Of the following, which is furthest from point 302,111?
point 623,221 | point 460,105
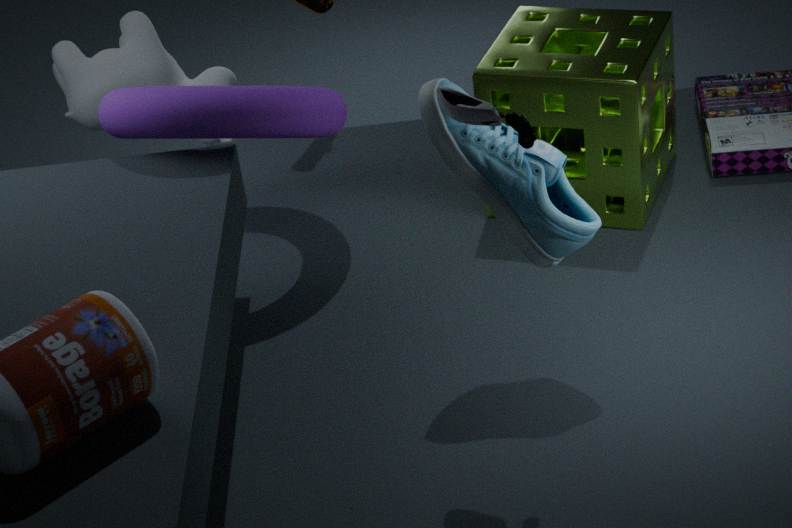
point 460,105
